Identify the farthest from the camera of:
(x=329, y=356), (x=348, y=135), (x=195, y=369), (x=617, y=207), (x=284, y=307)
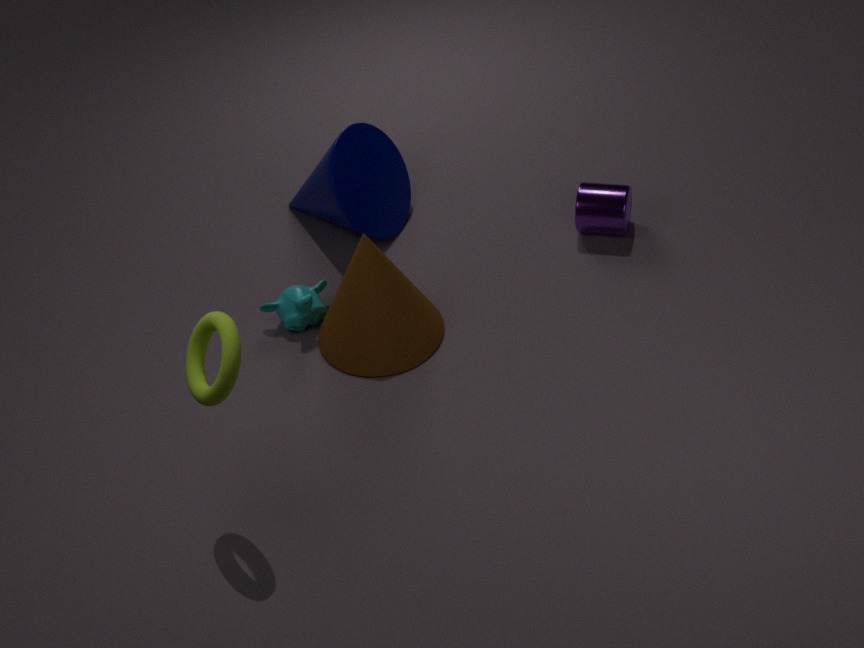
(x=348, y=135)
